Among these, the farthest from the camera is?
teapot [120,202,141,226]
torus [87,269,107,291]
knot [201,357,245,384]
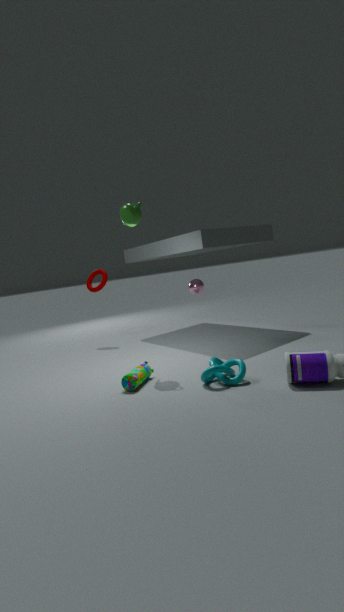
torus [87,269,107,291]
